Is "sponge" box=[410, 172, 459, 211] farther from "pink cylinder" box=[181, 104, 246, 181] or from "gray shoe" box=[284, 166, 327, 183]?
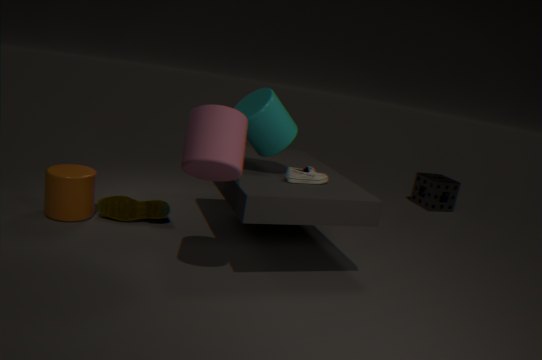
"pink cylinder" box=[181, 104, 246, 181]
